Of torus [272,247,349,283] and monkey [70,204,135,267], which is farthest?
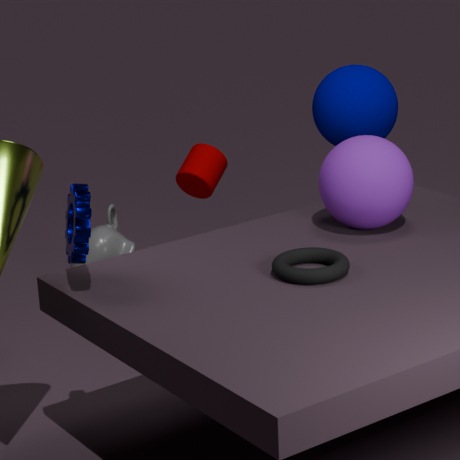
monkey [70,204,135,267]
